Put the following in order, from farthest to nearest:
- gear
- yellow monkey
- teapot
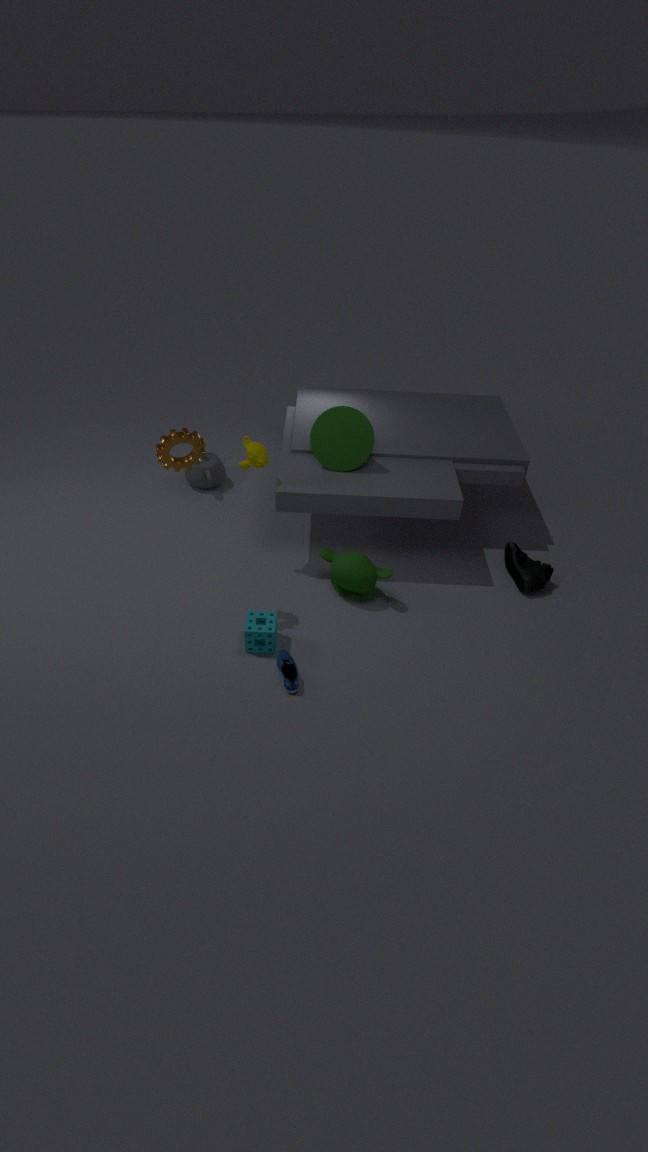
teapot, yellow monkey, gear
